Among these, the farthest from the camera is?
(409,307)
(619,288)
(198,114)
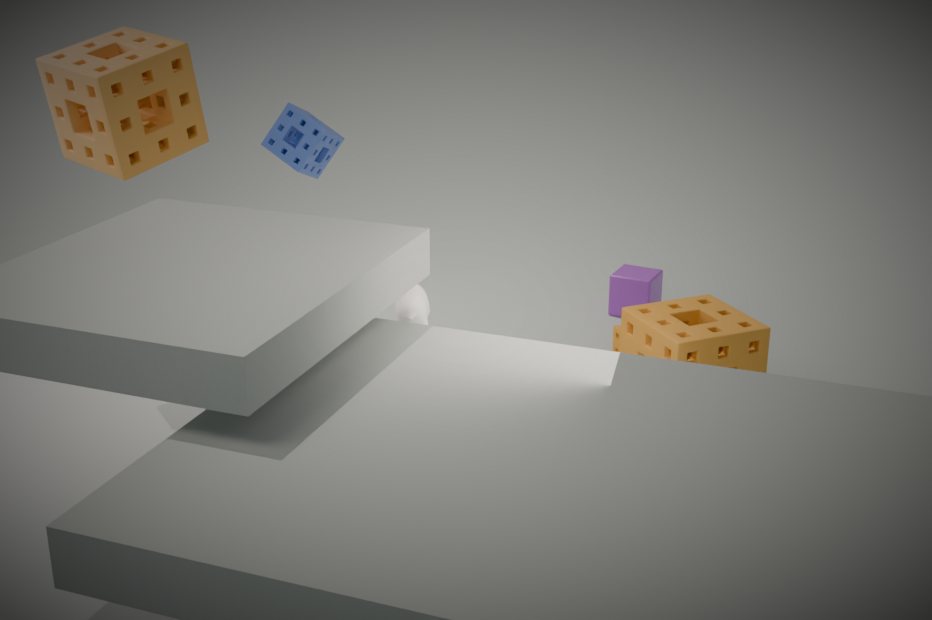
(619,288)
